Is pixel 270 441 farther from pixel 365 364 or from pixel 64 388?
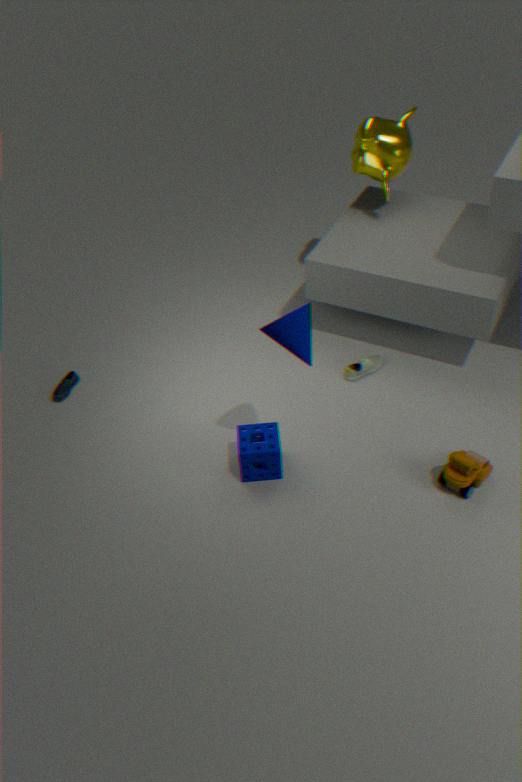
pixel 64 388
